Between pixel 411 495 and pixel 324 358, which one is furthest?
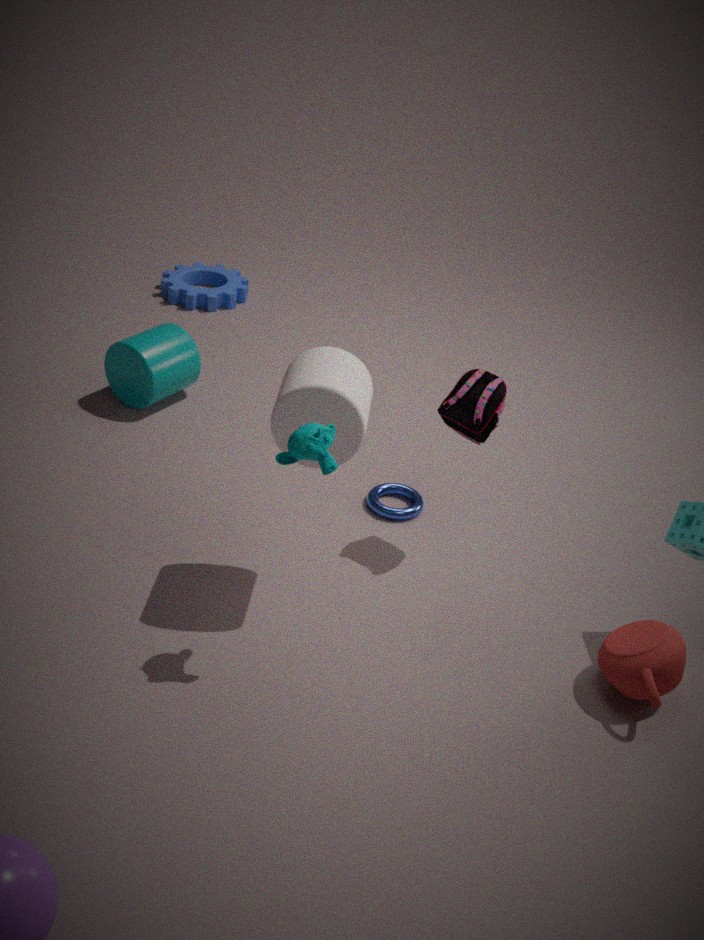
pixel 411 495
